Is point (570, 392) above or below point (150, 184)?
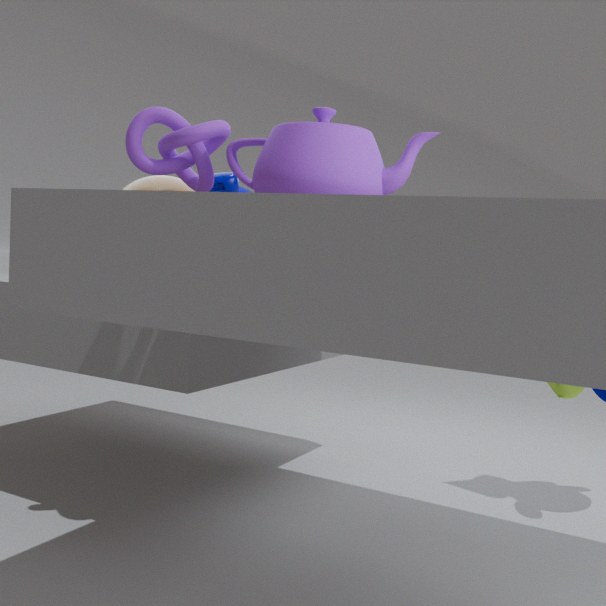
below
